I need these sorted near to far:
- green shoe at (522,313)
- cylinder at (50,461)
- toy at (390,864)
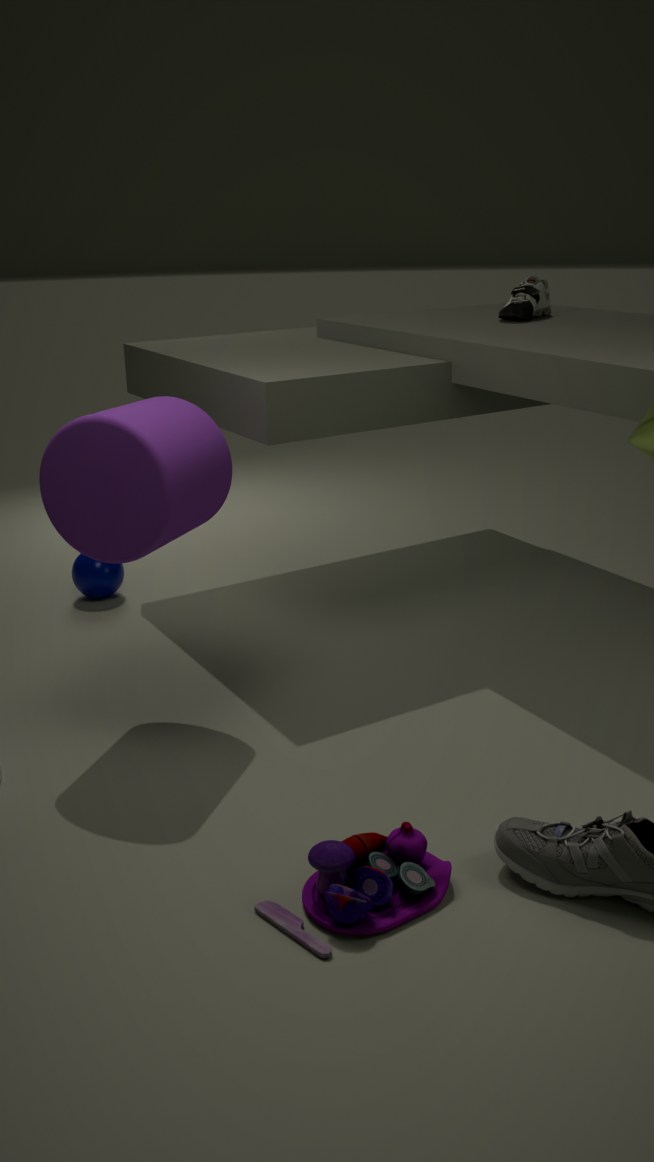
toy at (390,864)
cylinder at (50,461)
green shoe at (522,313)
